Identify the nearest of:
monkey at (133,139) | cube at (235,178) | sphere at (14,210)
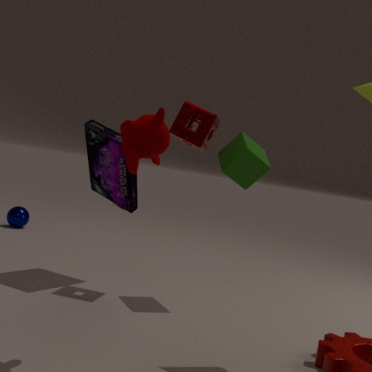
monkey at (133,139)
